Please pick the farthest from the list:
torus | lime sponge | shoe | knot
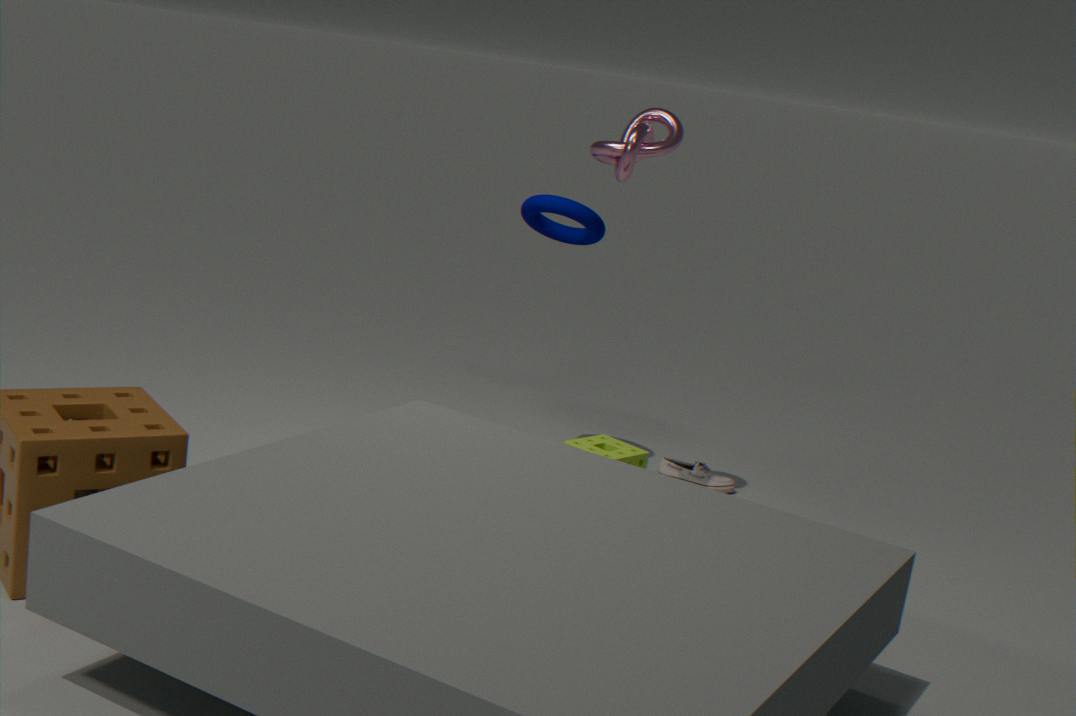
shoe
